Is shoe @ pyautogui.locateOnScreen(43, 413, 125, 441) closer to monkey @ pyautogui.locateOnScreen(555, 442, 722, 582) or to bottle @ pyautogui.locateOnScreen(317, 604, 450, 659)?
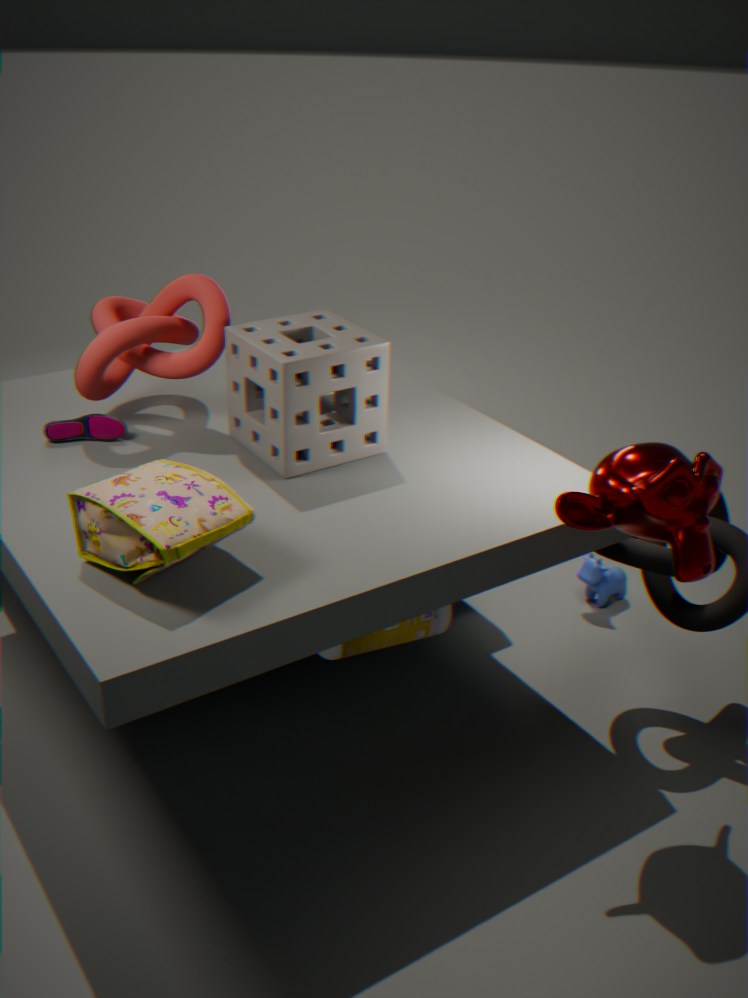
bottle @ pyautogui.locateOnScreen(317, 604, 450, 659)
